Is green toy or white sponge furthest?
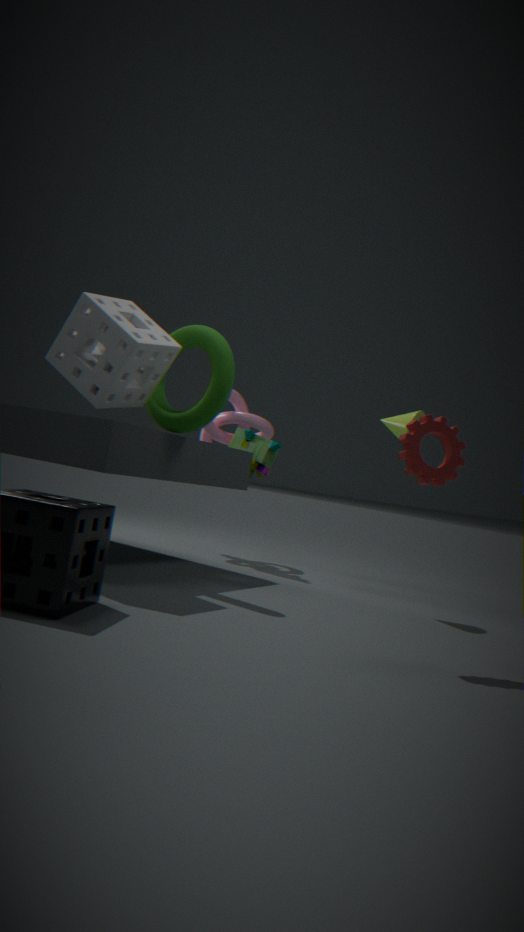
green toy
